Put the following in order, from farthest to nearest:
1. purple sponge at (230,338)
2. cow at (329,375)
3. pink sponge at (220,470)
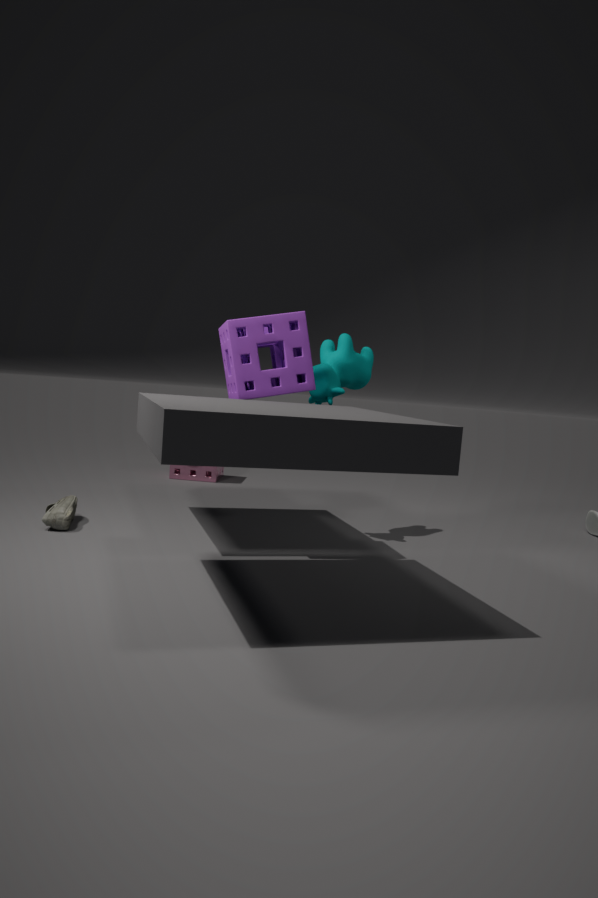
pink sponge at (220,470) < cow at (329,375) < purple sponge at (230,338)
